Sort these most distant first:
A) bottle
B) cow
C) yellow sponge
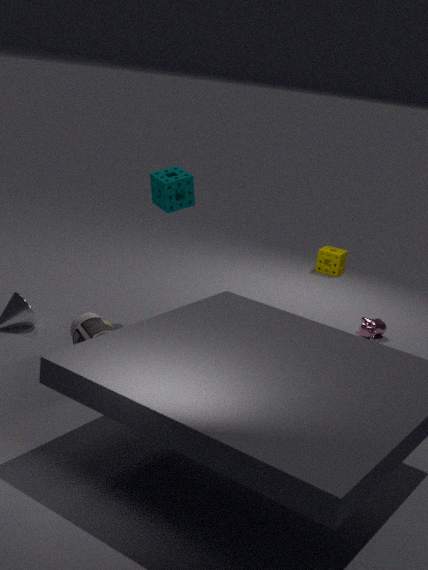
yellow sponge → cow → bottle
